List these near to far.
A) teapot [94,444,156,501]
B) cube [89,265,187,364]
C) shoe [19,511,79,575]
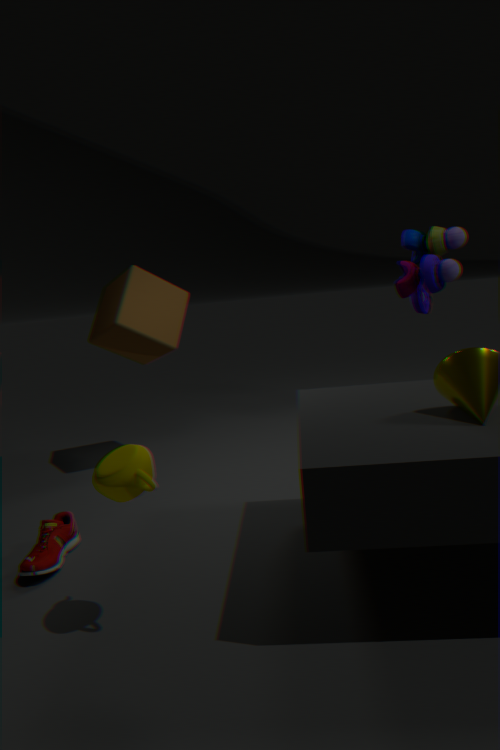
teapot [94,444,156,501] → shoe [19,511,79,575] → cube [89,265,187,364]
